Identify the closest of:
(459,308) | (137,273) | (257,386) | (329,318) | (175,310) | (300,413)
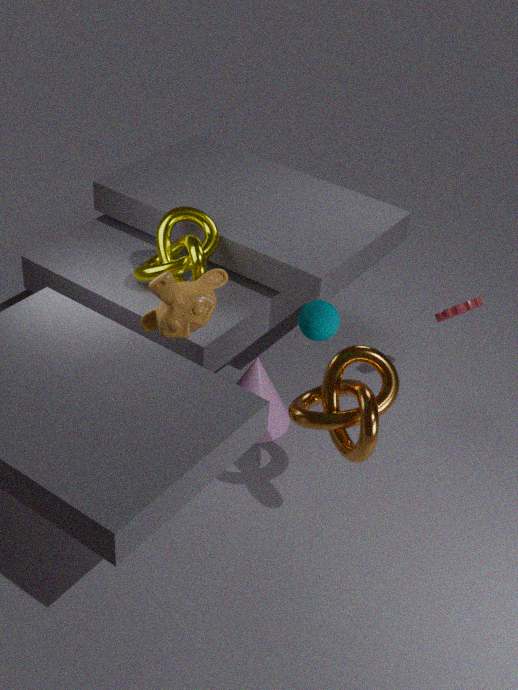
(329,318)
